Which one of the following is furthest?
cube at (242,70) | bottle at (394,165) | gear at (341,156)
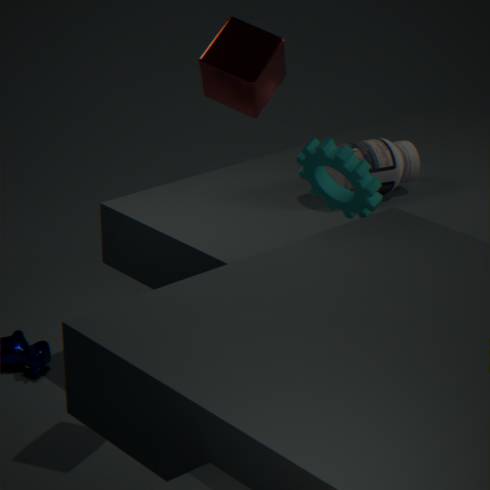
bottle at (394,165)
